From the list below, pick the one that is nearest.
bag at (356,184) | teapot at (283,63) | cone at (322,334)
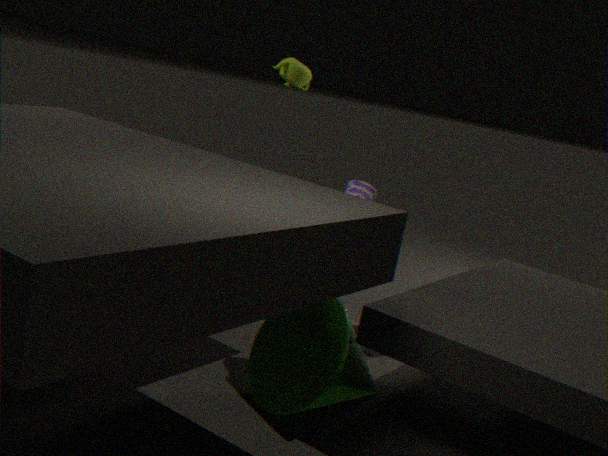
cone at (322,334)
